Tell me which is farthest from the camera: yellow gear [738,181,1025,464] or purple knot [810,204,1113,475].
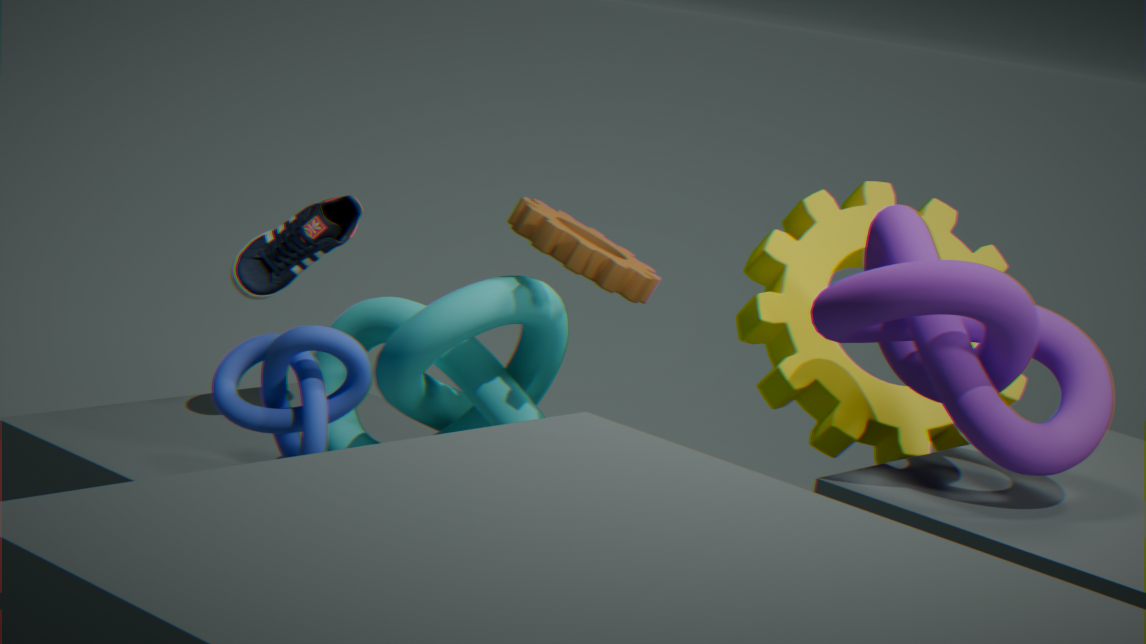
yellow gear [738,181,1025,464]
